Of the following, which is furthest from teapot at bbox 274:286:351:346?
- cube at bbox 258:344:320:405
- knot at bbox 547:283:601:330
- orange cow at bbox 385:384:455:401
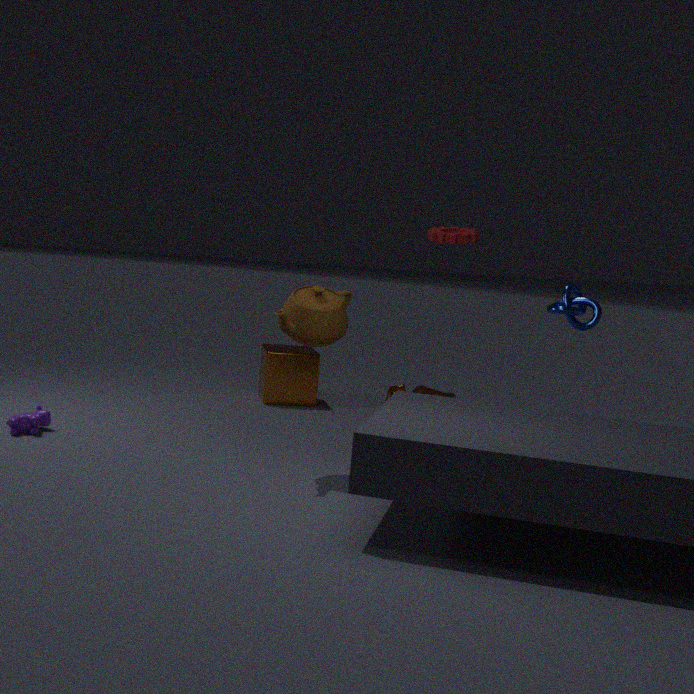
cube at bbox 258:344:320:405
